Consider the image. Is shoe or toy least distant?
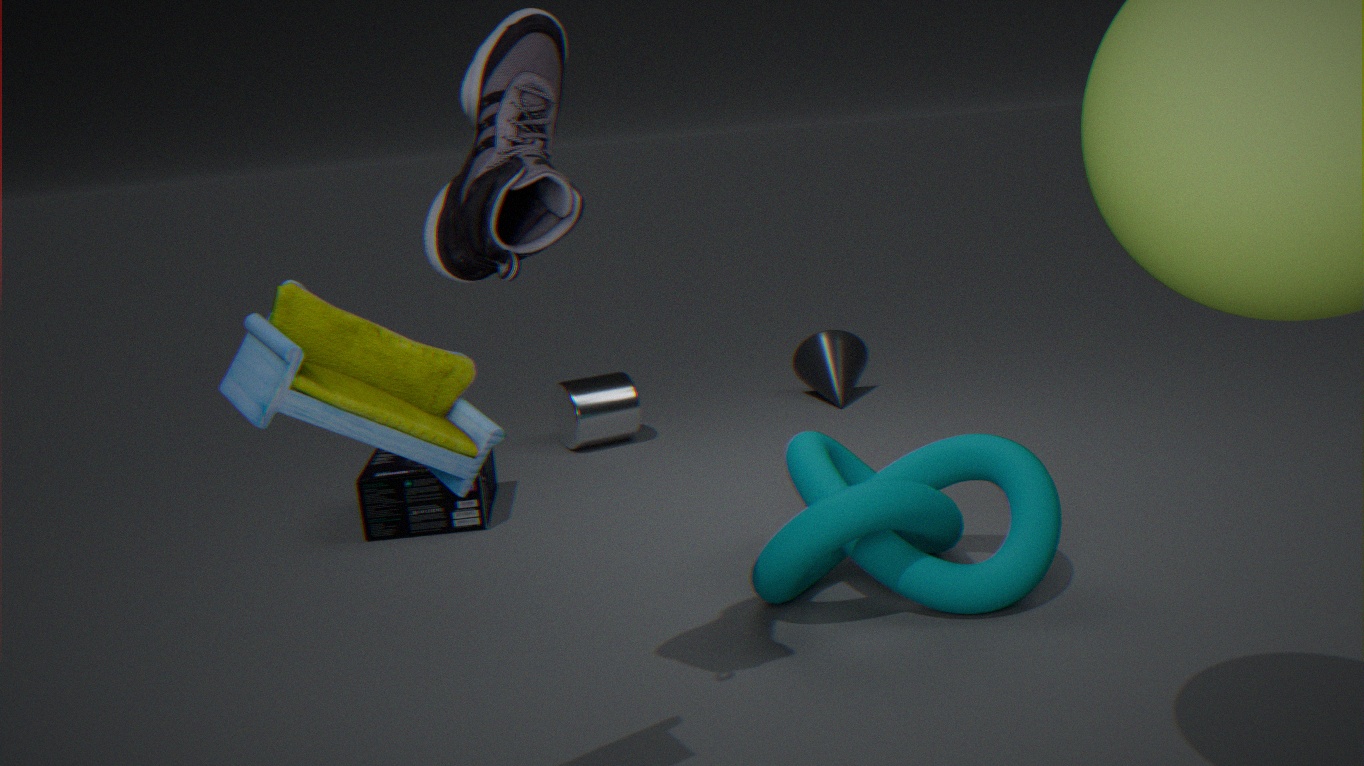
toy
